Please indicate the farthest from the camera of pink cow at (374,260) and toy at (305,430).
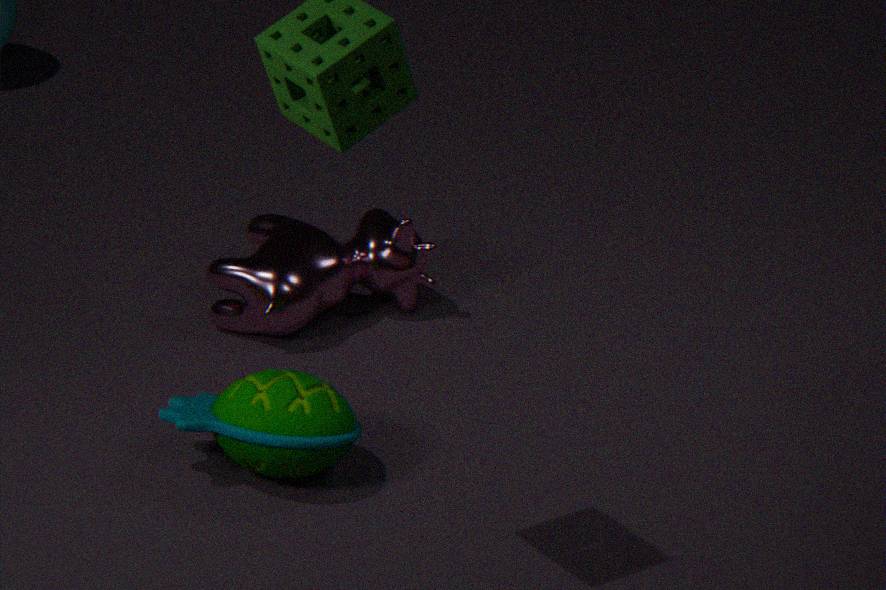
pink cow at (374,260)
